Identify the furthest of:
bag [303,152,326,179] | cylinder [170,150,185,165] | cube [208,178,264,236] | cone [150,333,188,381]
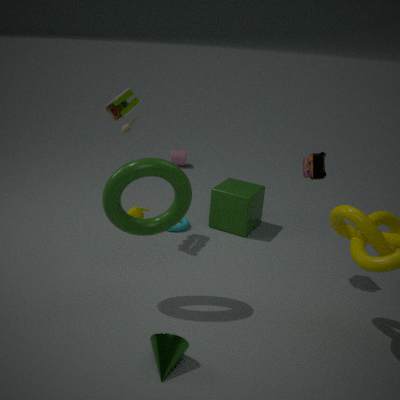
cylinder [170,150,185,165]
